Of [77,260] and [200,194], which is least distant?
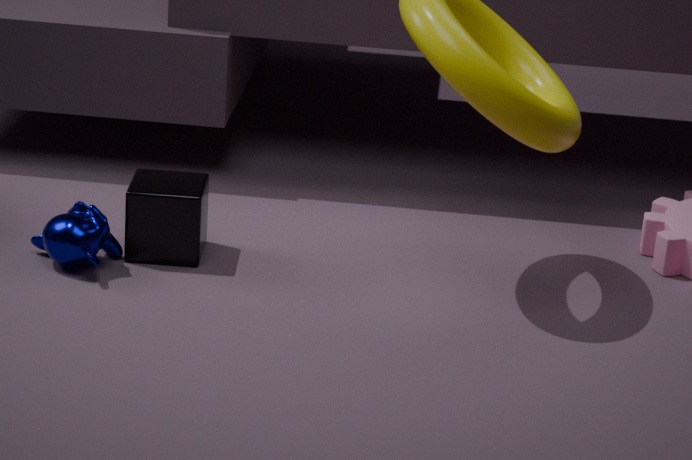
[77,260]
